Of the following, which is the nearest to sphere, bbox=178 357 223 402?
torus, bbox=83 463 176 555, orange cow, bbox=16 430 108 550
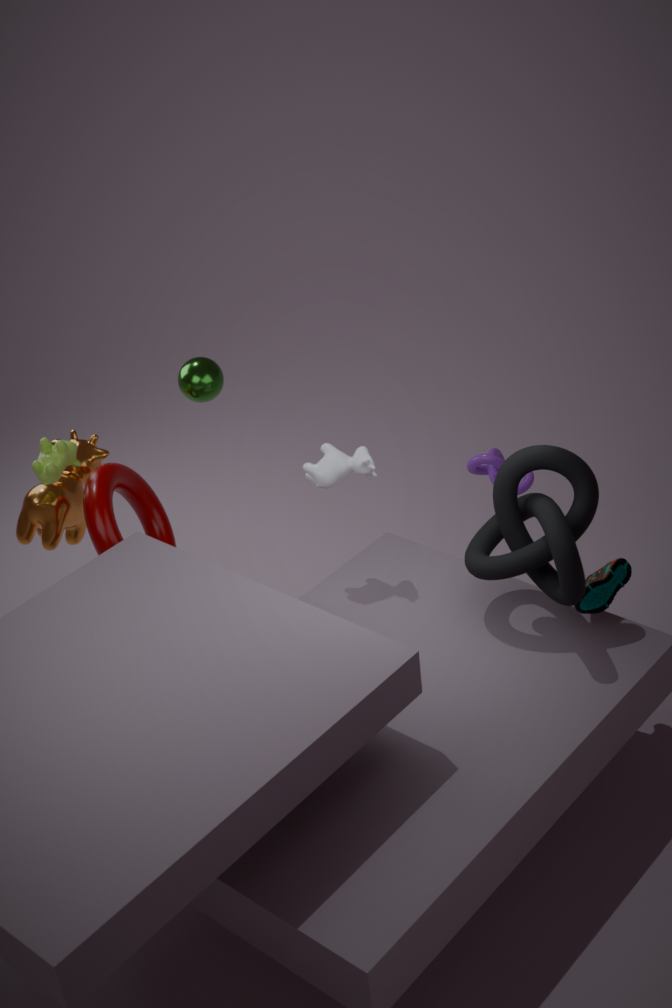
torus, bbox=83 463 176 555
